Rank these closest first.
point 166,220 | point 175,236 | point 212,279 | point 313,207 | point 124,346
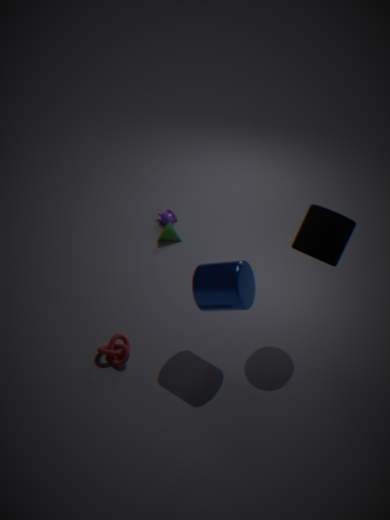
point 212,279
point 313,207
point 124,346
point 175,236
point 166,220
